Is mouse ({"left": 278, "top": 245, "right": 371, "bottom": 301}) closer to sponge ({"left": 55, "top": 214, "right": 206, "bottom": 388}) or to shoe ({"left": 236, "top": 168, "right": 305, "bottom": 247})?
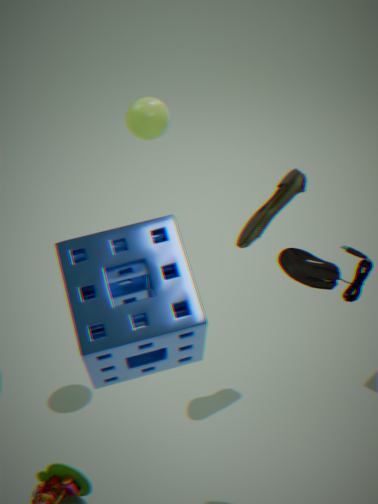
sponge ({"left": 55, "top": 214, "right": 206, "bottom": 388})
